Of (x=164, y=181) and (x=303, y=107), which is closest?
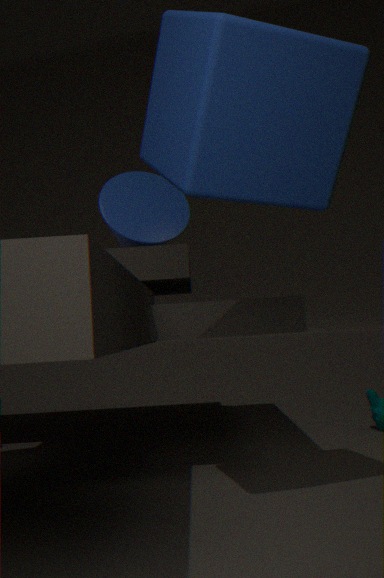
(x=303, y=107)
